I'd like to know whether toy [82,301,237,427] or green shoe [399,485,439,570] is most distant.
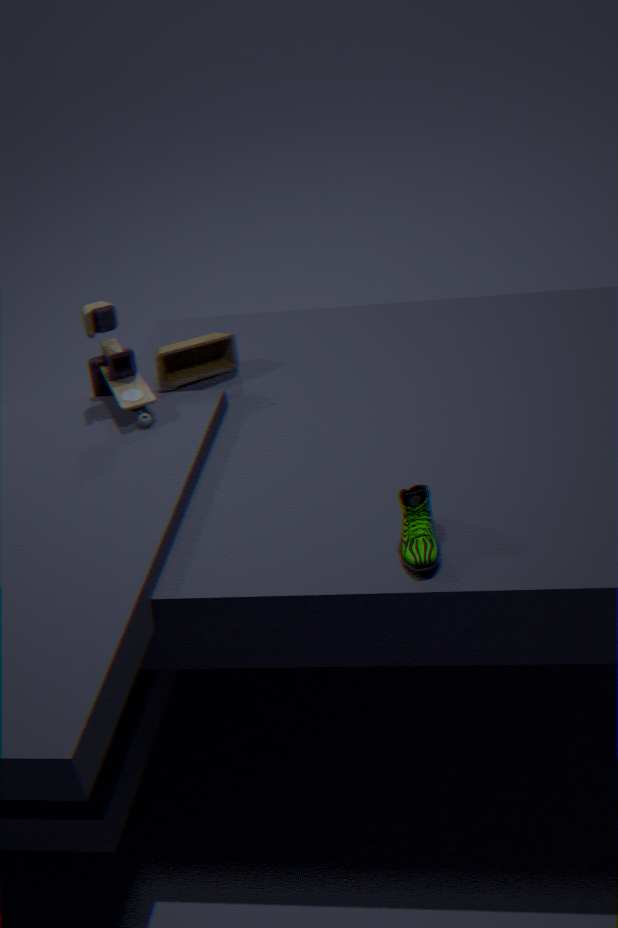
toy [82,301,237,427]
